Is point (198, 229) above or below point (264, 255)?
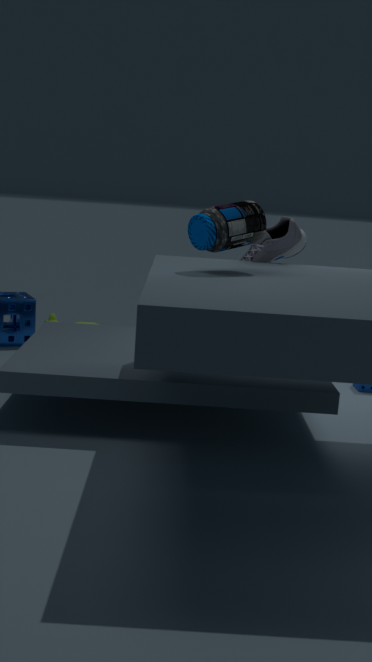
above
